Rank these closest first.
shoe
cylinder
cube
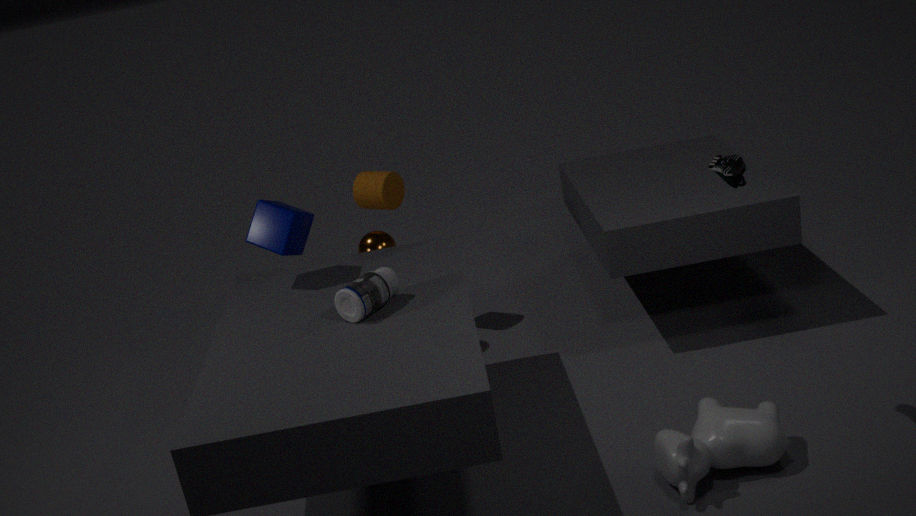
shoe < cube < cylinder
